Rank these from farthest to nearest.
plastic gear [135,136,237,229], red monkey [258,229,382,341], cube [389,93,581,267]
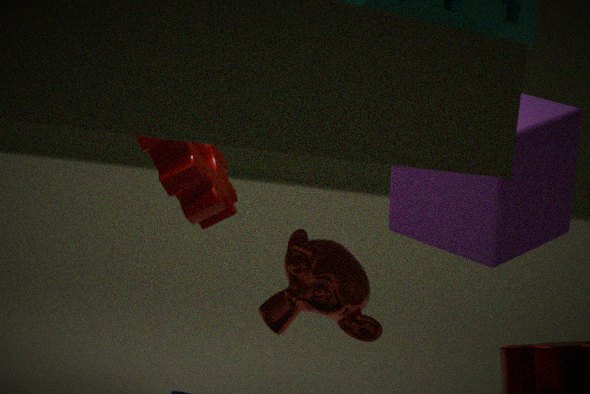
cube [389,93,581,267], plastic gear [135,136,237,229], red monkey [258,229,382,341]
